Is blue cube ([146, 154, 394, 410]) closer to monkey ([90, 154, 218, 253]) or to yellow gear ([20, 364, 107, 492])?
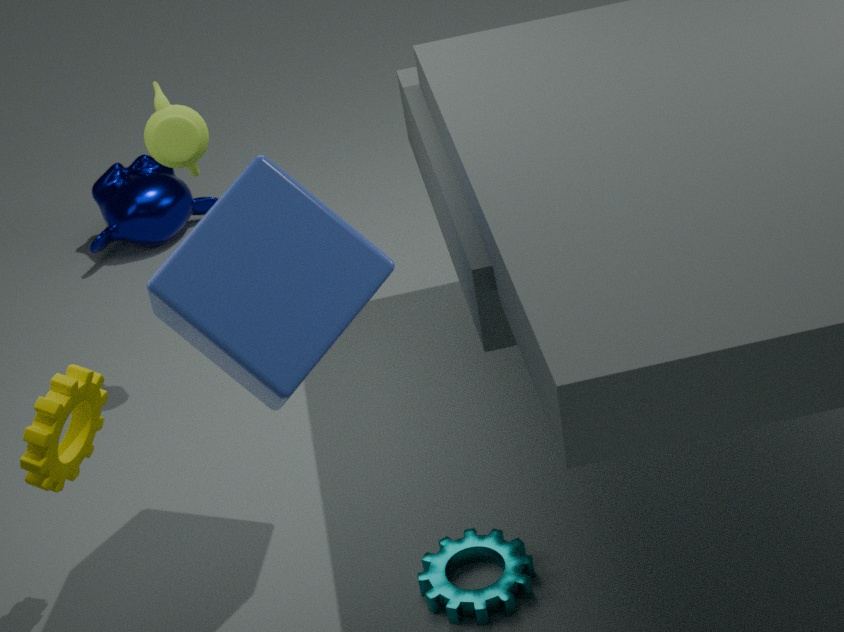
yellow gear ([20, 364, 107, 492])
